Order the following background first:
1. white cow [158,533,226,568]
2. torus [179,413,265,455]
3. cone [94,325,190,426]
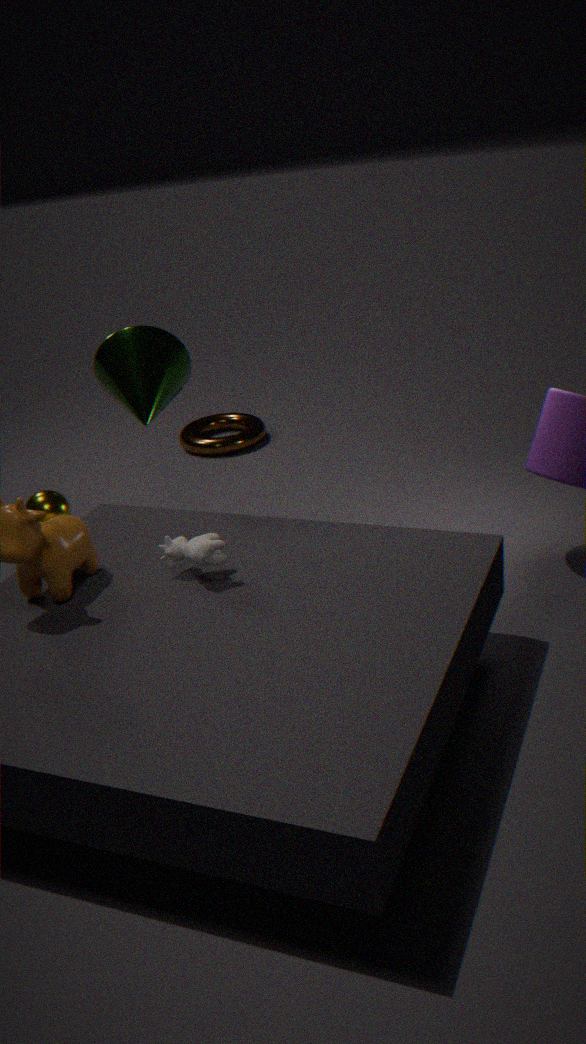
torus [179,413,265,455]
cone [94,325,190,426]
white cow [158,533,226,568]
